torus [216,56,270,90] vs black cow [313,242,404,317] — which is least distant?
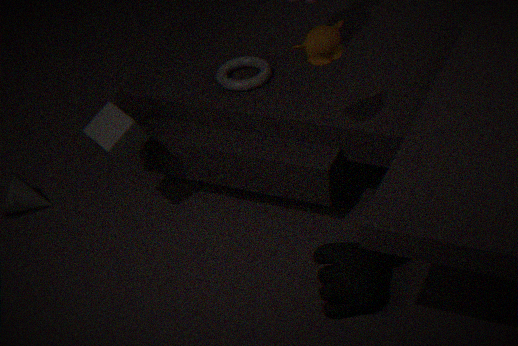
black cow [313,242,404,317]
